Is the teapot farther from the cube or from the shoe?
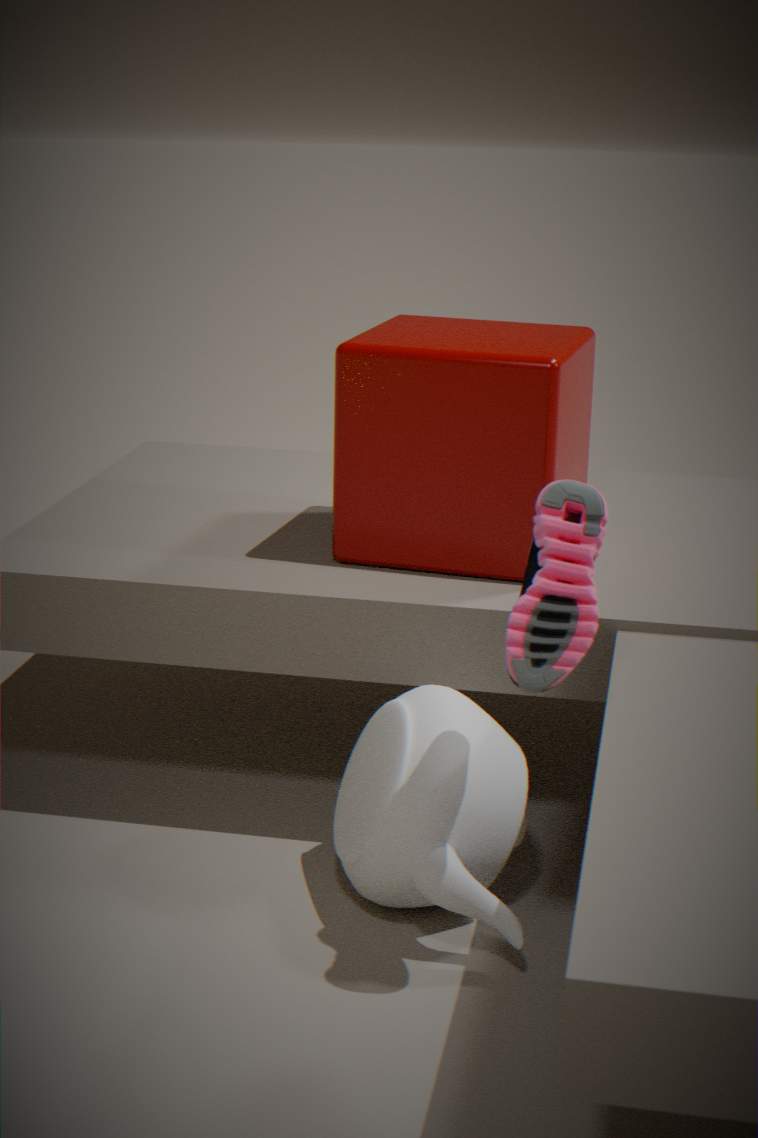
the shoe
